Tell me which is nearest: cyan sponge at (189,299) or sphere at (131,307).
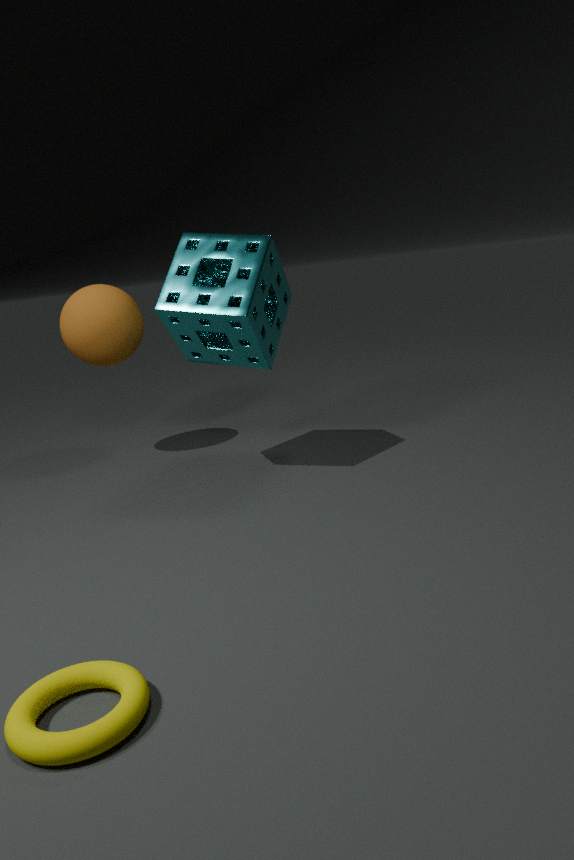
cyan sponge at (189,299)
